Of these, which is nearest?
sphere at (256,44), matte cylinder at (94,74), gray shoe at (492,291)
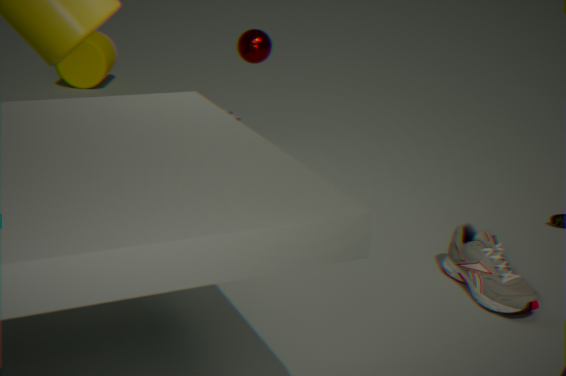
gray shoe at (492,291)
